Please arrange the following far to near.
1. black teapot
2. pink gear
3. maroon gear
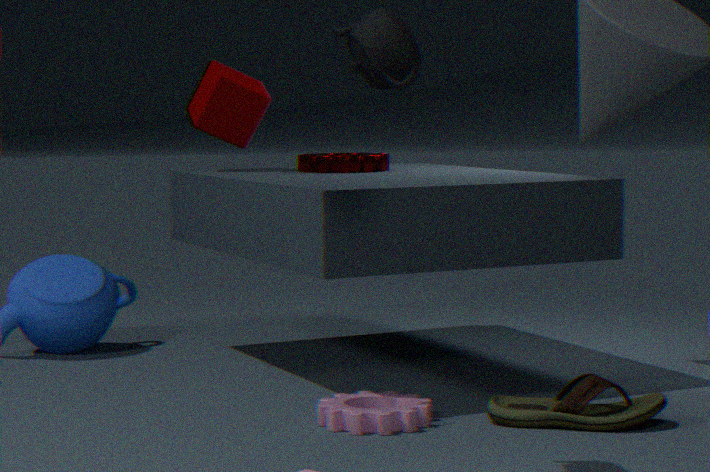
maroon gear < pink gear < black teapot
